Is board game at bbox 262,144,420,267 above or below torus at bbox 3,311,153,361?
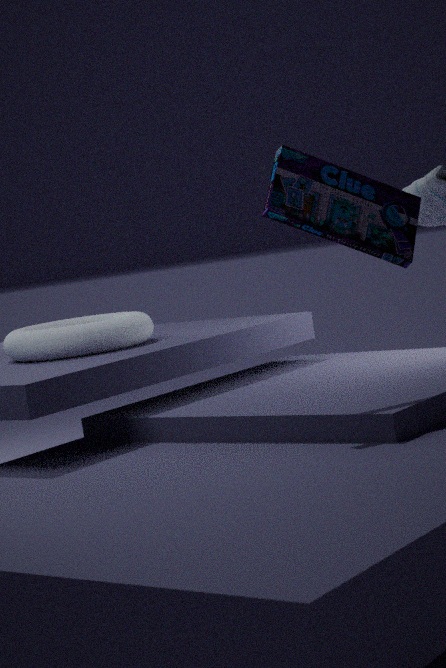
above
